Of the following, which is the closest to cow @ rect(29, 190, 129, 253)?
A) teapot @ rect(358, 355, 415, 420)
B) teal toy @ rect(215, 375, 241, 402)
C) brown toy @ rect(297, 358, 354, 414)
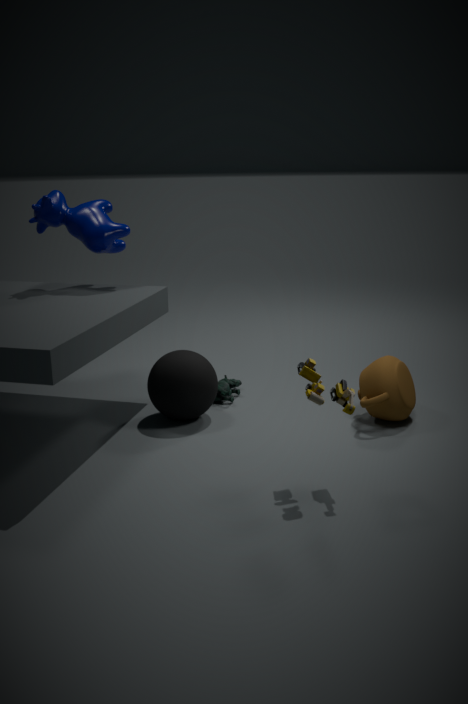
teal toy @ rect(215, 375, 241, 402)
